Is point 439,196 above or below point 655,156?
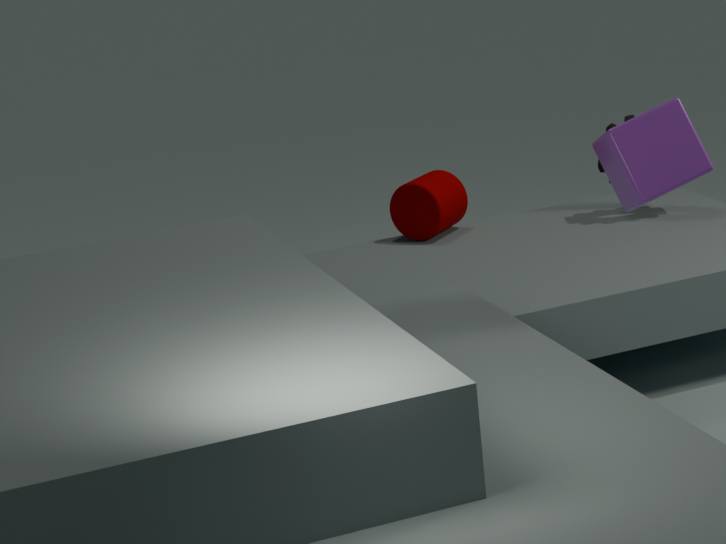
below
